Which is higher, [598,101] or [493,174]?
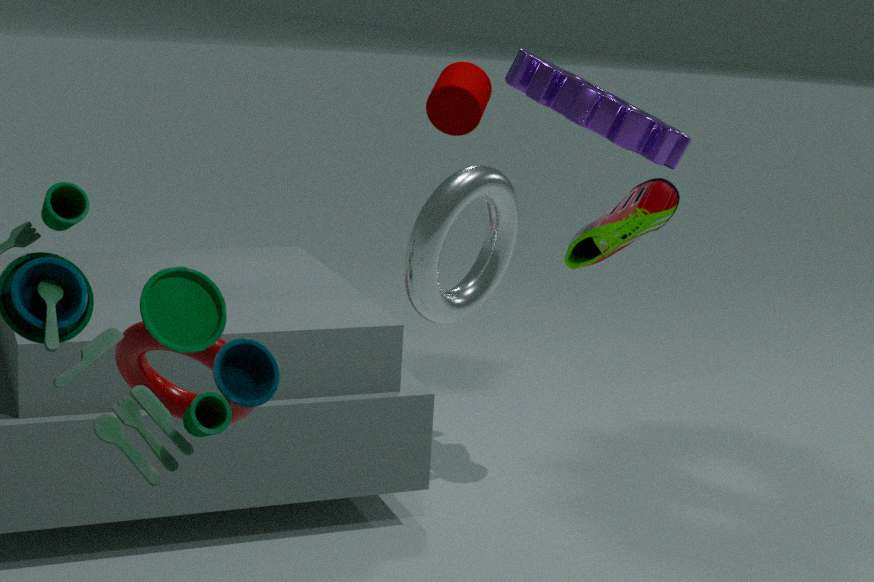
[598,101]
